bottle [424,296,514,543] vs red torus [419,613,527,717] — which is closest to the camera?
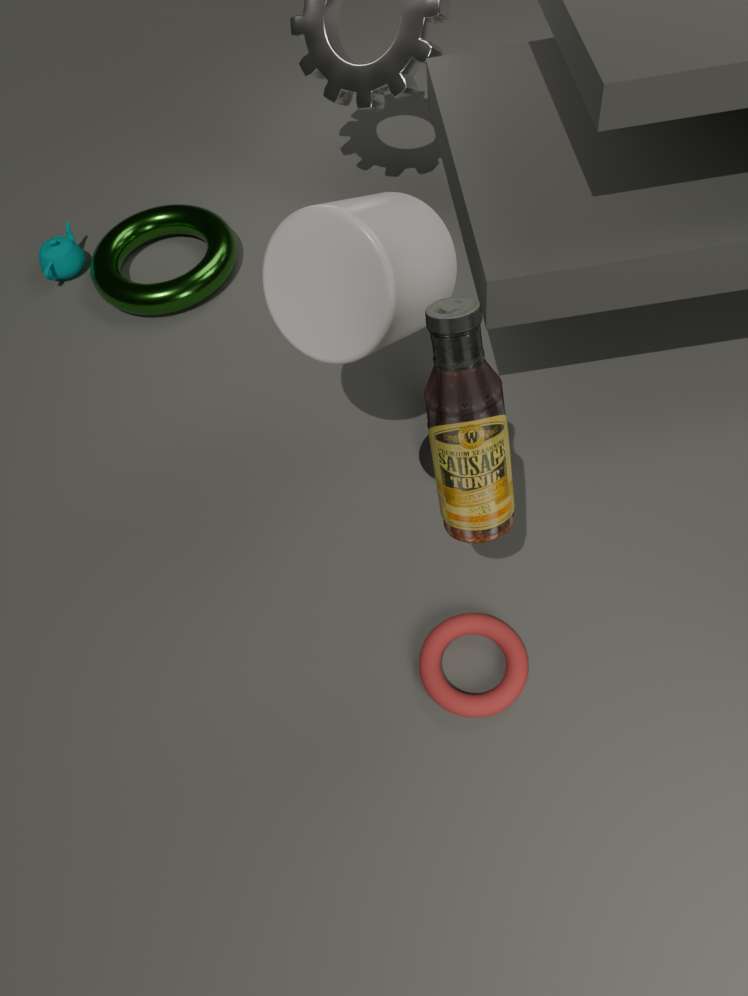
bottle [424,296,514,543]
